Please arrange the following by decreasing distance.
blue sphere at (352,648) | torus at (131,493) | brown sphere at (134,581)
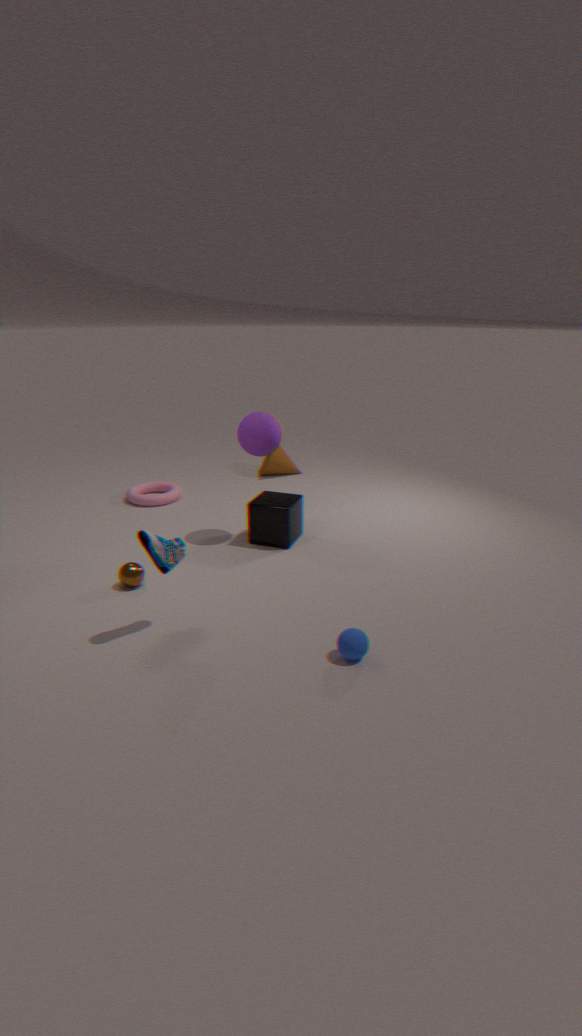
torus at (131,493) → brown sphere at (134,581) → blue sphere at (352,648)
